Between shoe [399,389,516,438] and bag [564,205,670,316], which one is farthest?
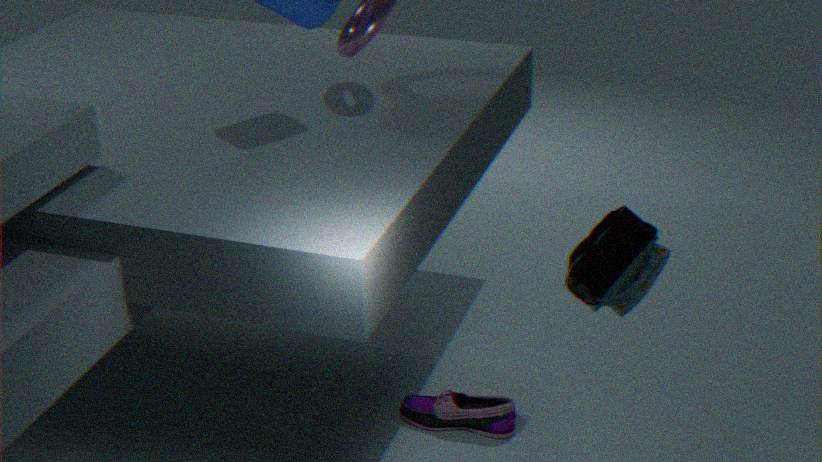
shoe [399,389,516,438]
